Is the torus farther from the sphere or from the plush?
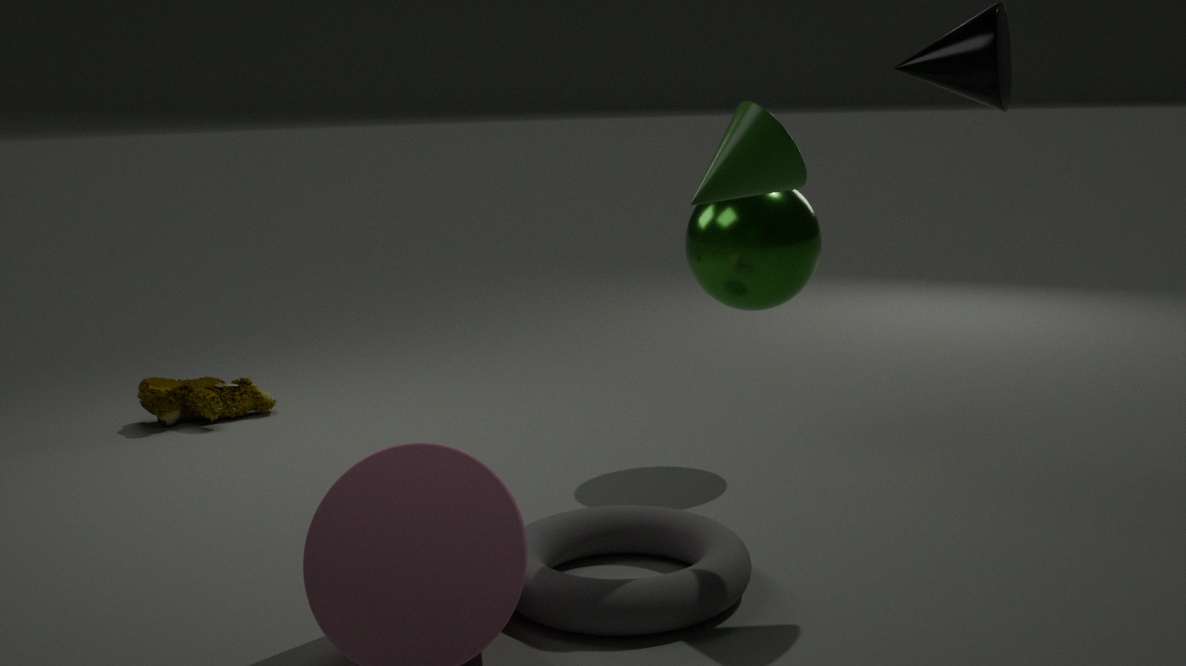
the plush
